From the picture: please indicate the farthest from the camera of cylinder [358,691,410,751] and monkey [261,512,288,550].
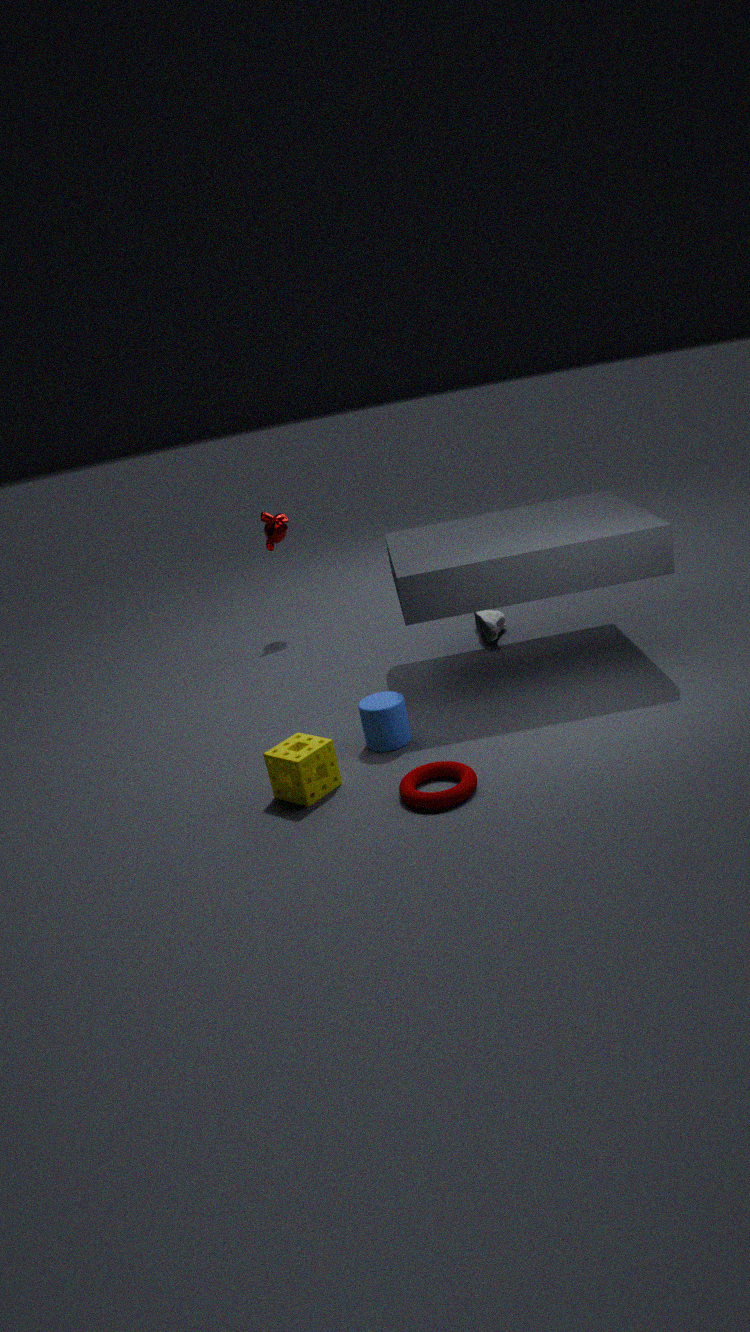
monkey [261,512,288,550]
